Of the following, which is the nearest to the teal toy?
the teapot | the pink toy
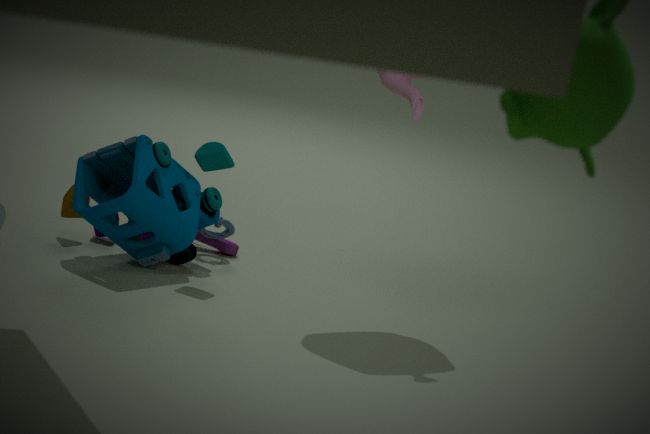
the pink toy
